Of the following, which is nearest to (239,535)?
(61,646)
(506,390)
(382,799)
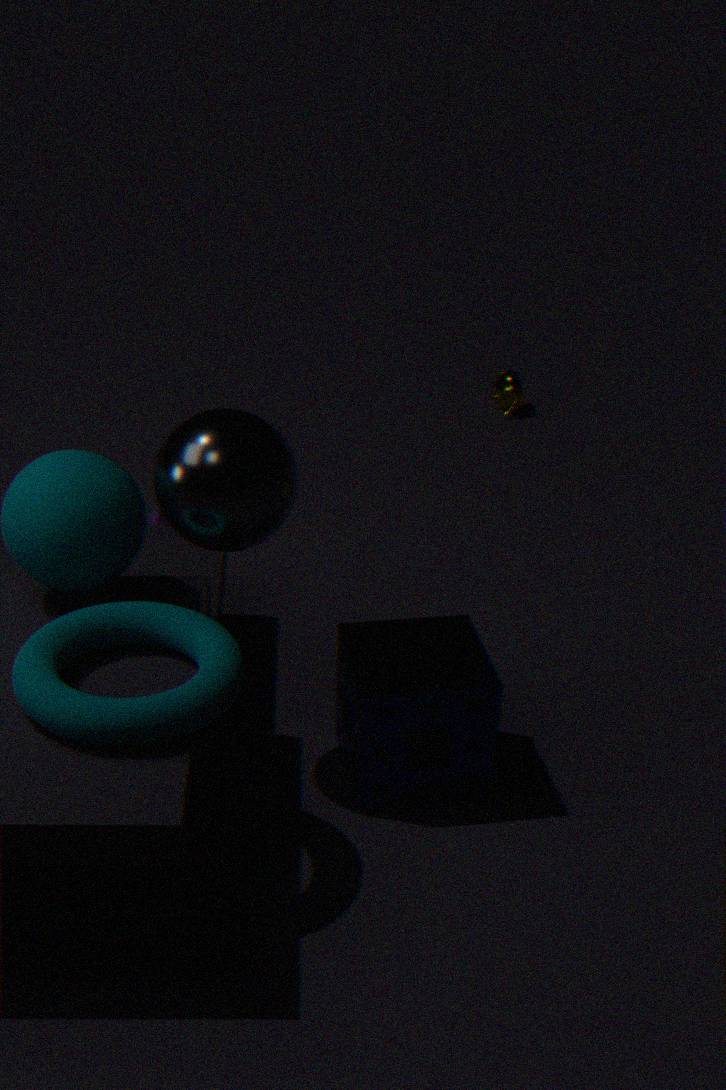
(61,646)
